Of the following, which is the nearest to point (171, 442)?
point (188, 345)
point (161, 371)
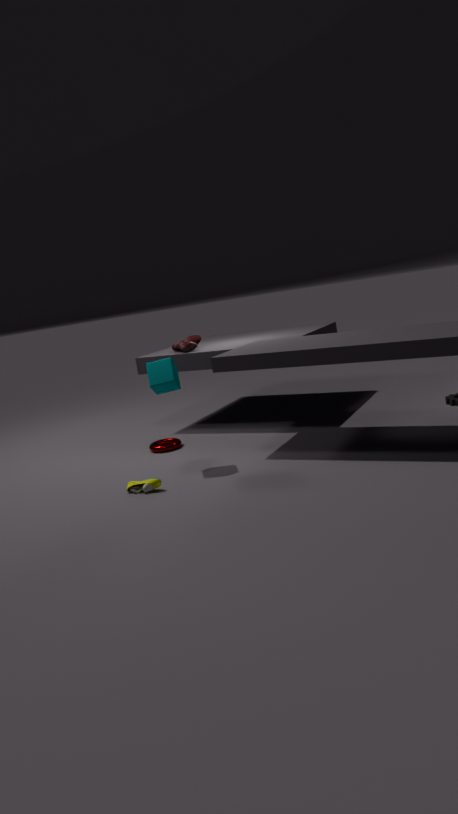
point (161, 371)
